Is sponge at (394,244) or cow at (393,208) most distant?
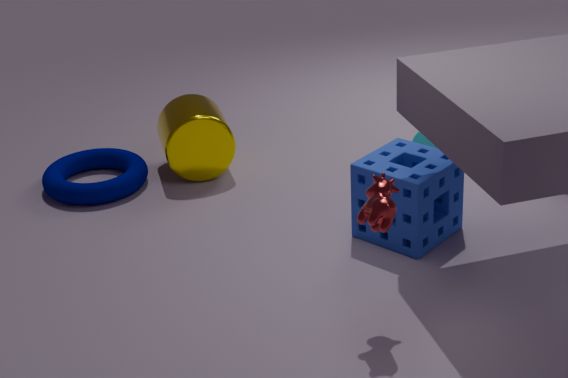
sponge at (394,244)
